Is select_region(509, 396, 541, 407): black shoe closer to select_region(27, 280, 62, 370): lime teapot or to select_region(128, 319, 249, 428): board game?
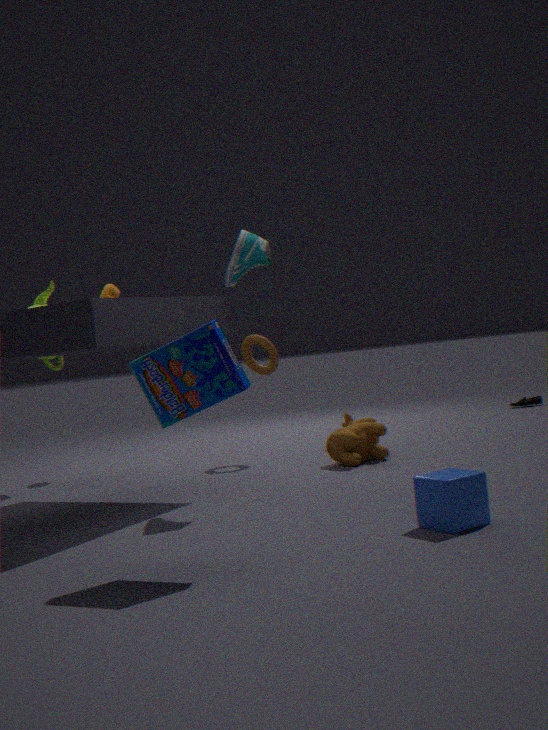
select_region(27, 280, 62, 370): lime teapot
